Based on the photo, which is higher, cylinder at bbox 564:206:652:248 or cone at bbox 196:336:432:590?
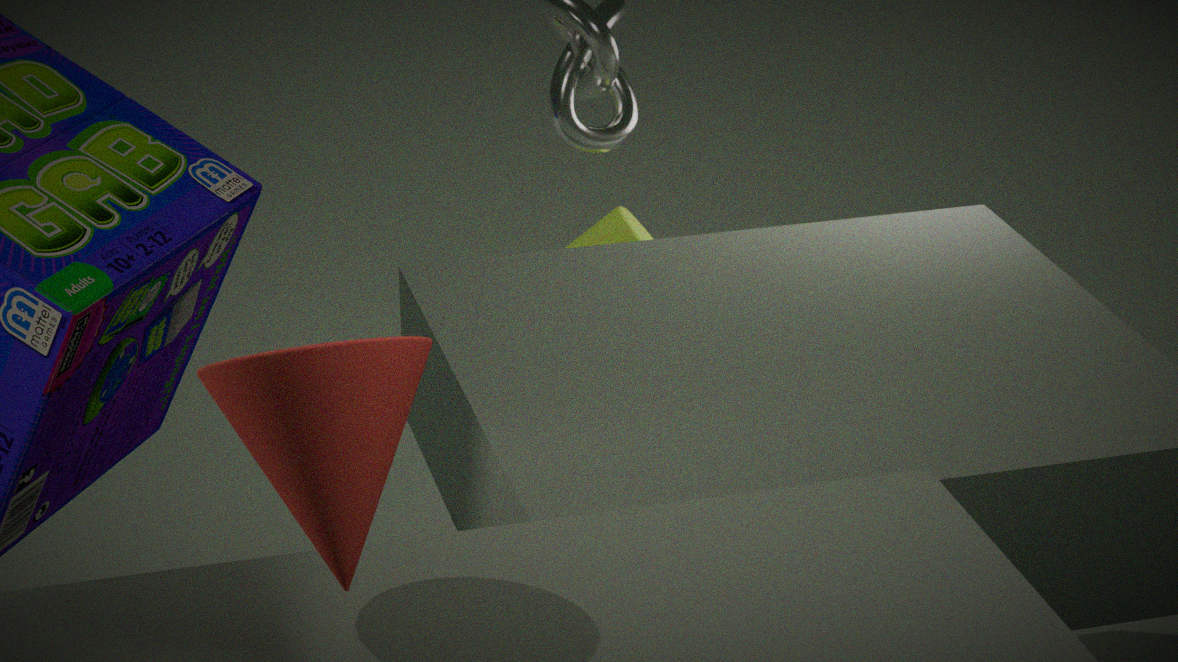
cone at bbox 196:336:432:590
